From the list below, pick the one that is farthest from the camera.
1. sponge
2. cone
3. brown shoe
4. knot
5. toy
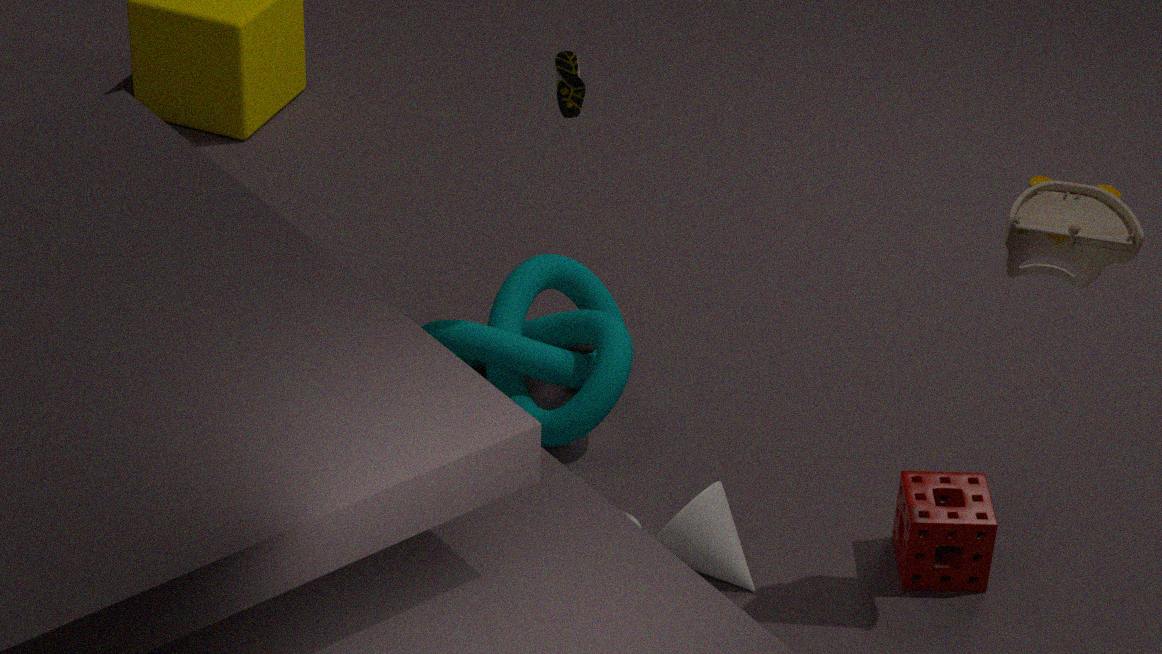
knot
